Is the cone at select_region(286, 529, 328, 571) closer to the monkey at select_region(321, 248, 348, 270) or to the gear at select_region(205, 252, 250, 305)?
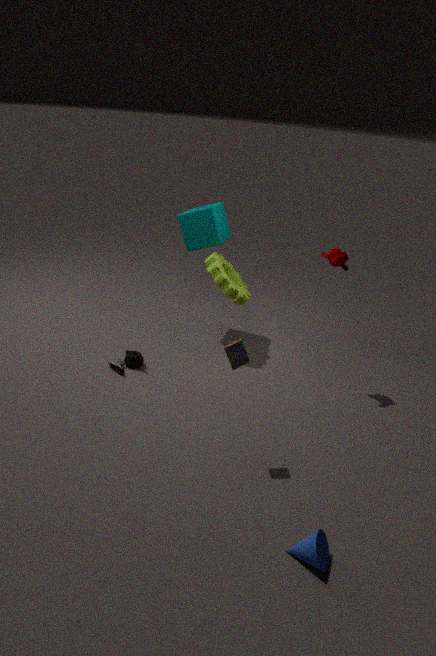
the monkey at select_region(321, 248, 348, 270)
